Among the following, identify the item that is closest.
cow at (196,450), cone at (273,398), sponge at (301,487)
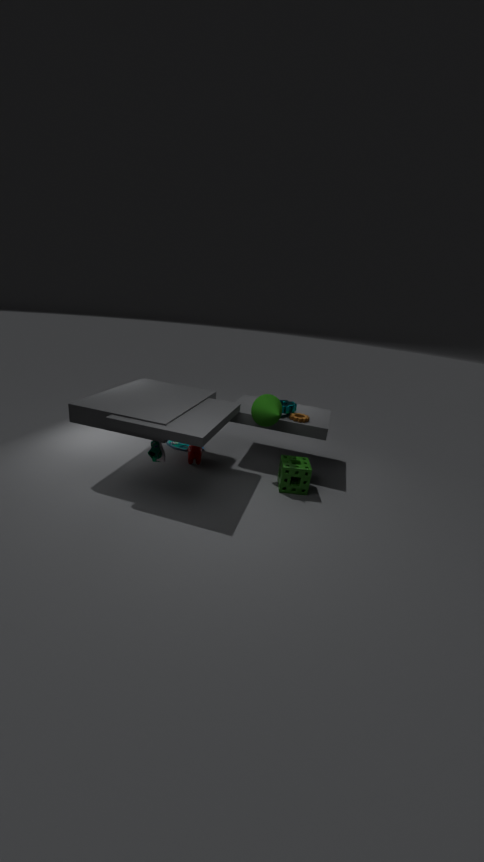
sponge at (301,487)
